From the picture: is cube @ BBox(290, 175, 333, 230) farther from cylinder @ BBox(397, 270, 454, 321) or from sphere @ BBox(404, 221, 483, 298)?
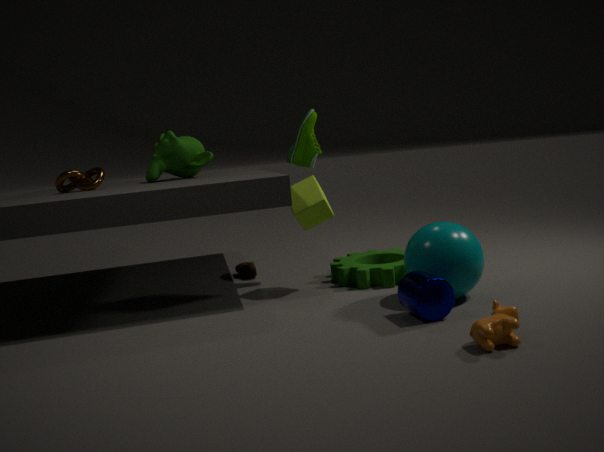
cylinder @ BBox(397, 270, 454, 321)
